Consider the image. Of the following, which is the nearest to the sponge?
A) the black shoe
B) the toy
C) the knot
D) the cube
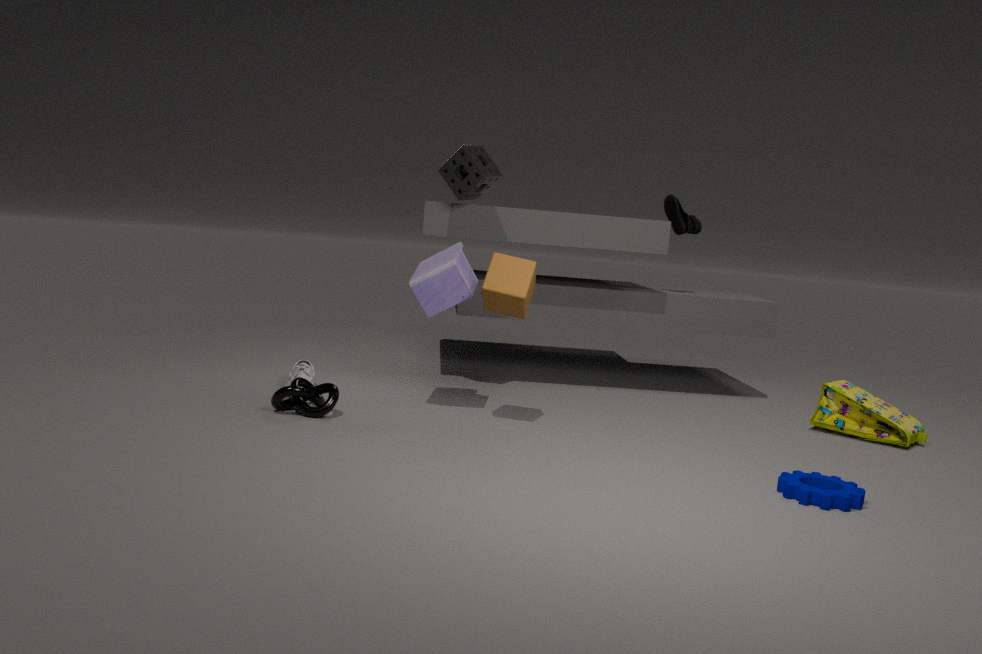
the toy
